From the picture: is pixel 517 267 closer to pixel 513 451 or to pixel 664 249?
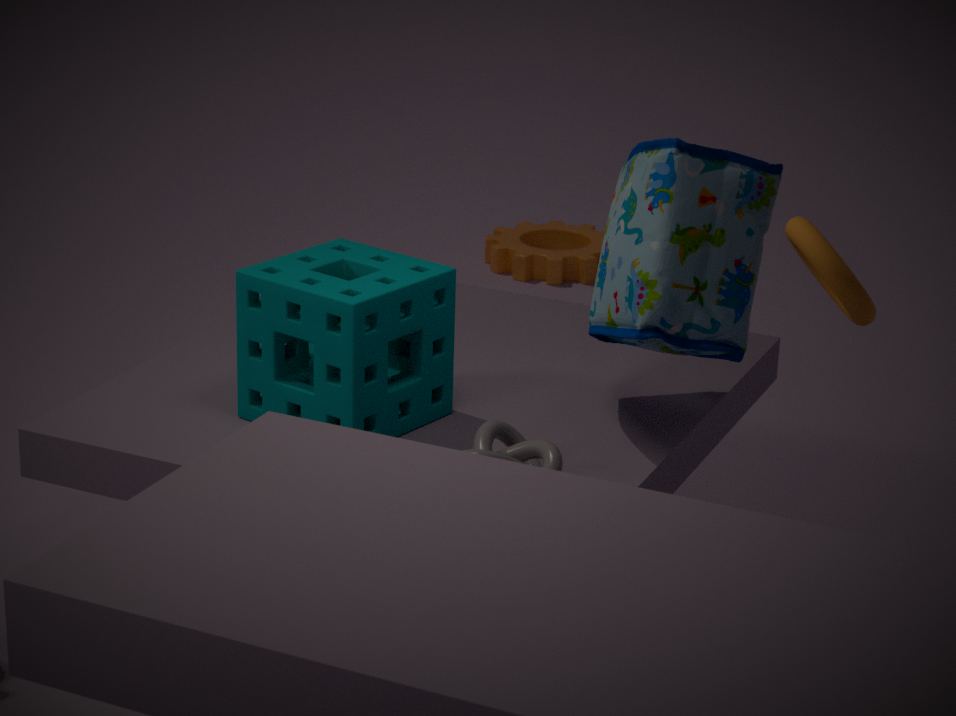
pixel 664 249
